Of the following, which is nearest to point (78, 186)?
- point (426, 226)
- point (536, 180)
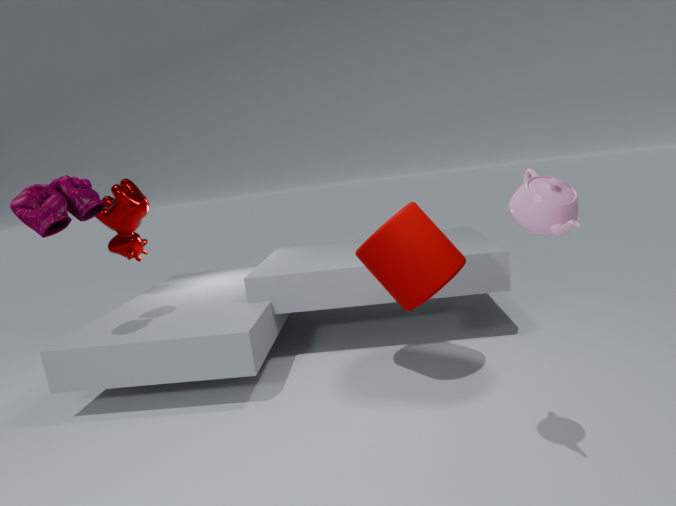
point (426, 226)
